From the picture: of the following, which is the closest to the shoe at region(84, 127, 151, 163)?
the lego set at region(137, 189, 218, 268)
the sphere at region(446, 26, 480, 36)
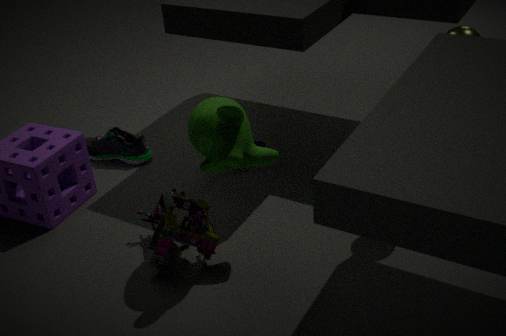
the lego set at region(137, 189, 218, 268)
